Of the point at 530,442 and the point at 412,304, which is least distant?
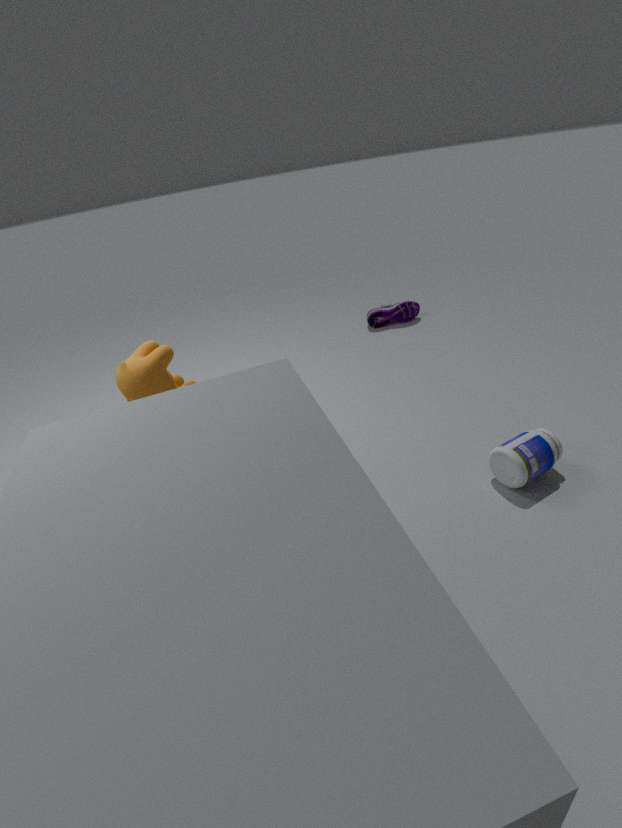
the point at 530,442
